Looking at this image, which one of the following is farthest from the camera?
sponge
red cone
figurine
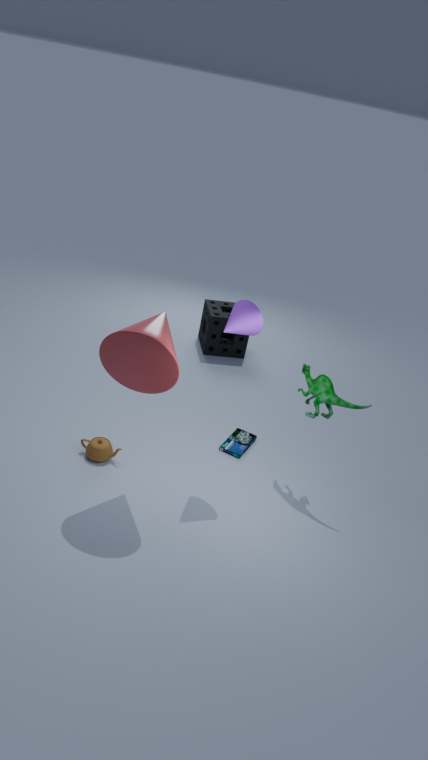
sponge
